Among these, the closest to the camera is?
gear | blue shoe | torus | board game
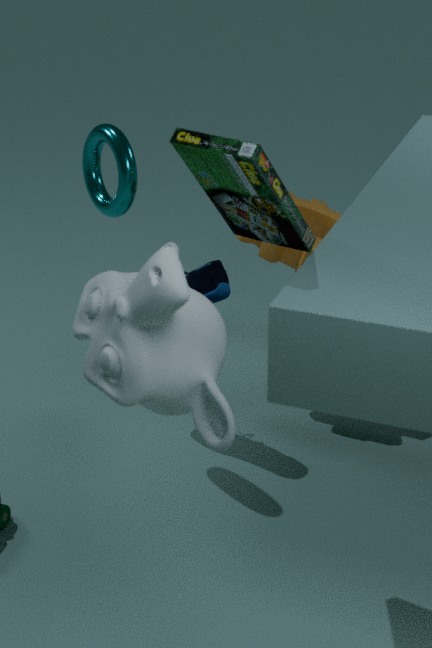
board game
